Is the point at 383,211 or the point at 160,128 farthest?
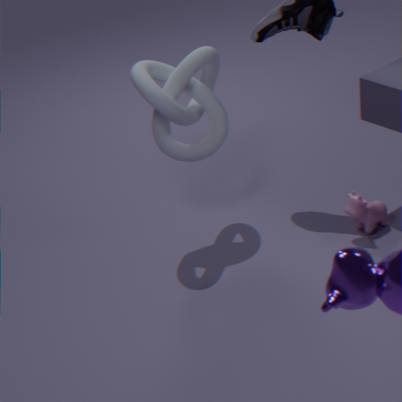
the point at 383,211
